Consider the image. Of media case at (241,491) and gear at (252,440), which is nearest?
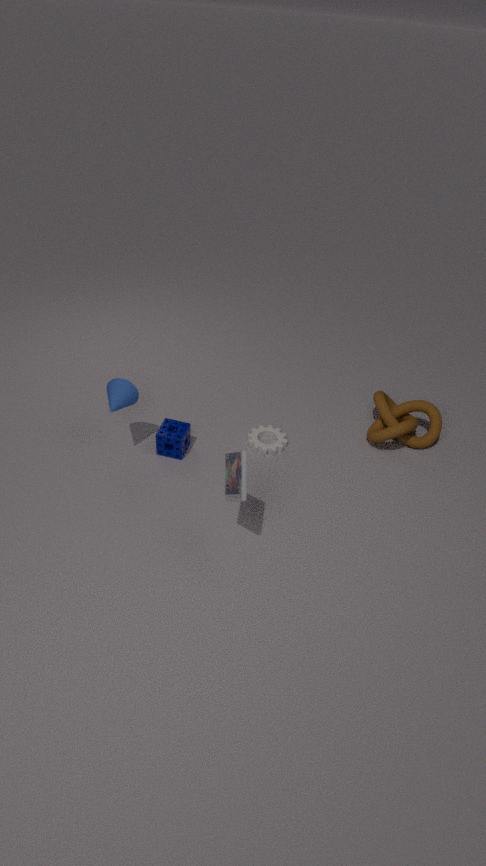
media case at (241,491)
